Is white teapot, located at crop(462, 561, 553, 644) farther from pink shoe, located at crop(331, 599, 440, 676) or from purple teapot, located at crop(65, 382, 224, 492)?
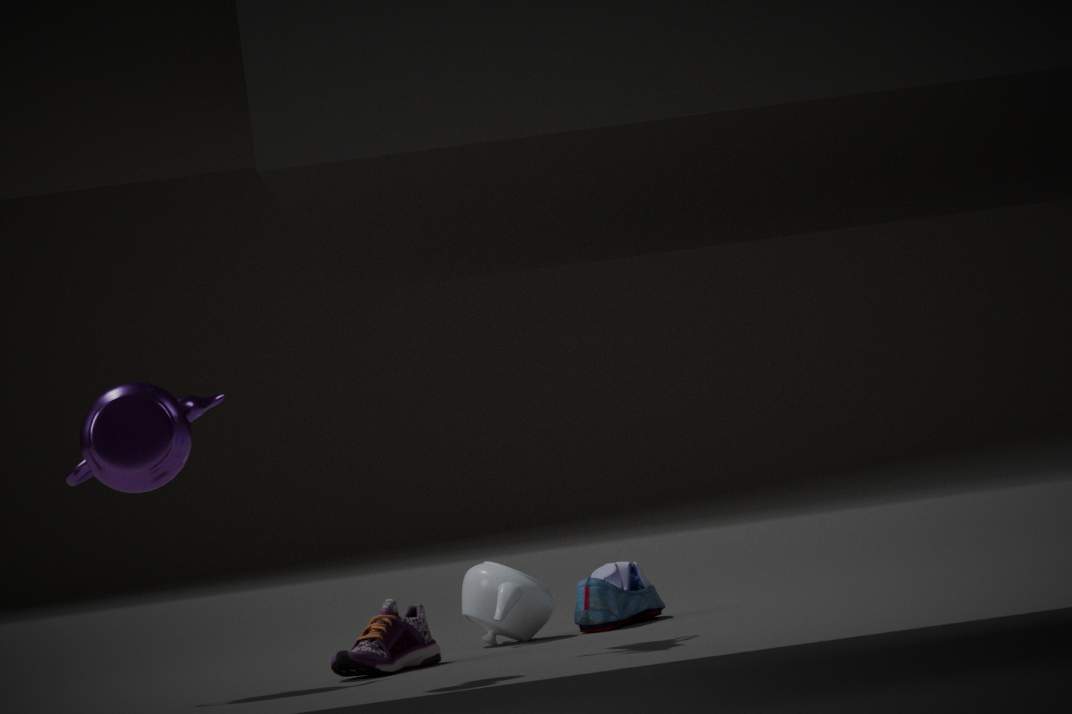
purple teapot, located at crop(65, 382, 224, 492)
